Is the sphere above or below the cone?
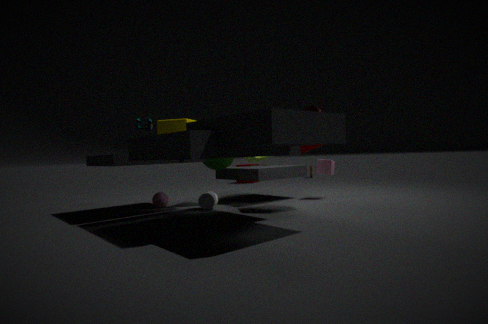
below
